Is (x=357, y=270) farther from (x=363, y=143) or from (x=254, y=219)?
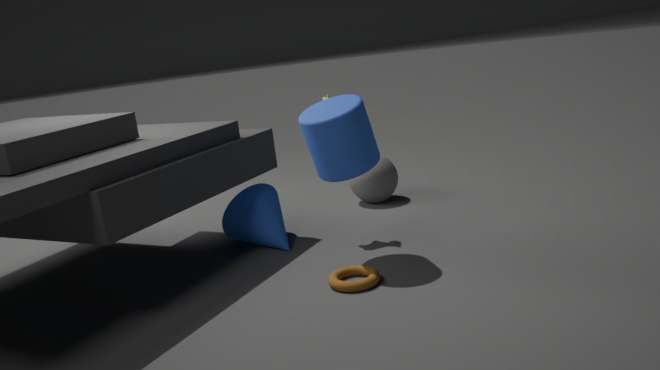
(x=254, y=219)
